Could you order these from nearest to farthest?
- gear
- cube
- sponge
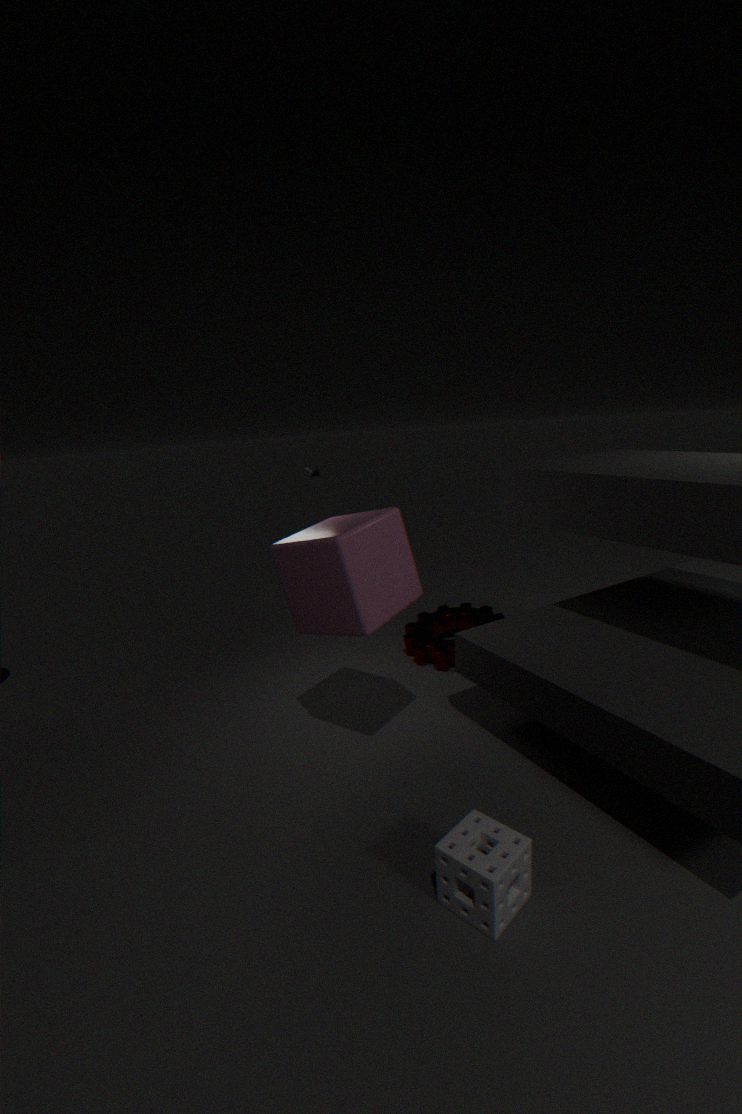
sponge → cube → gear
